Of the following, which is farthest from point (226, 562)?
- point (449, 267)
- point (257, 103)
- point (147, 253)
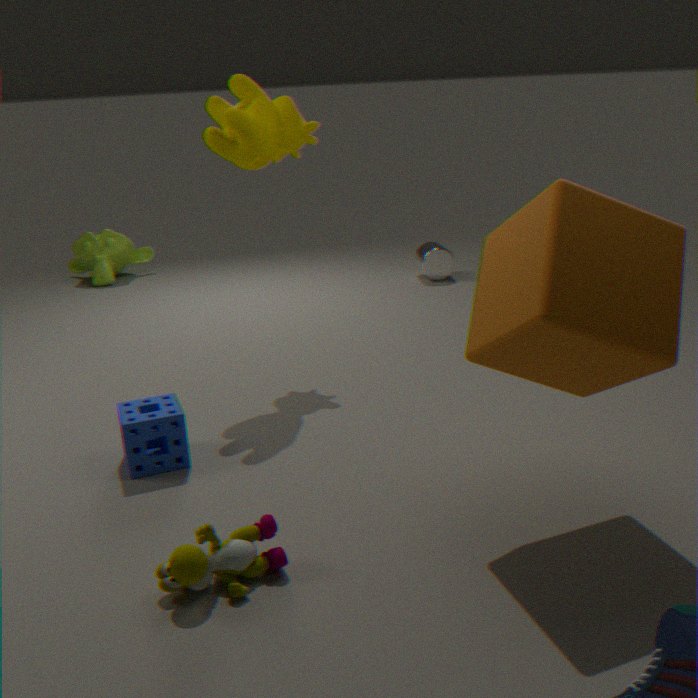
point (147, 253)
